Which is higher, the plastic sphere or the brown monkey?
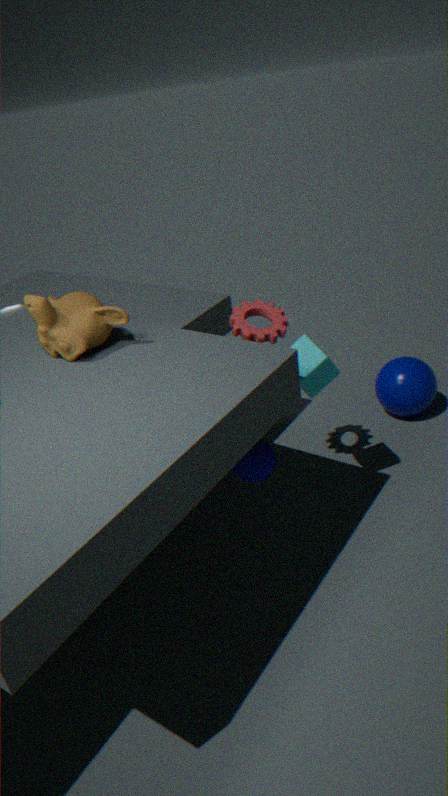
the brown monkey
